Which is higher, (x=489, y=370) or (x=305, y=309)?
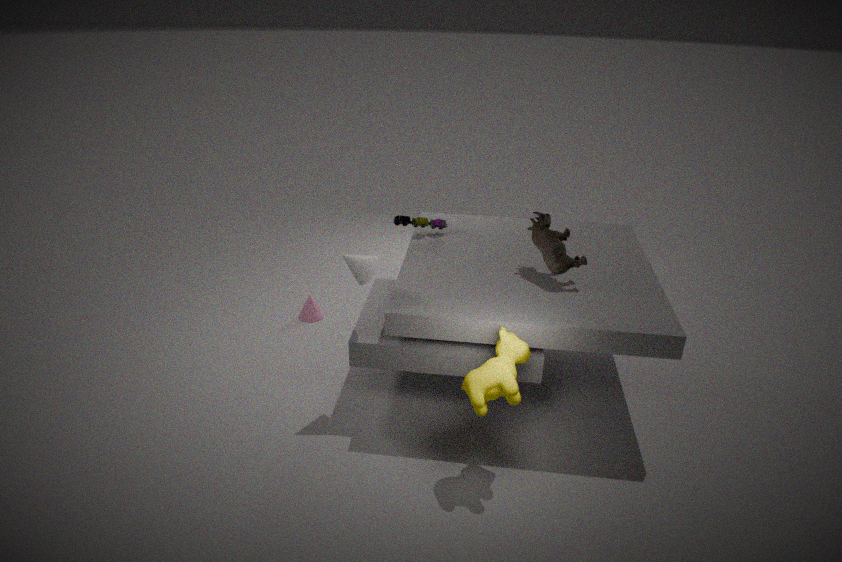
(x=489, y=370)
